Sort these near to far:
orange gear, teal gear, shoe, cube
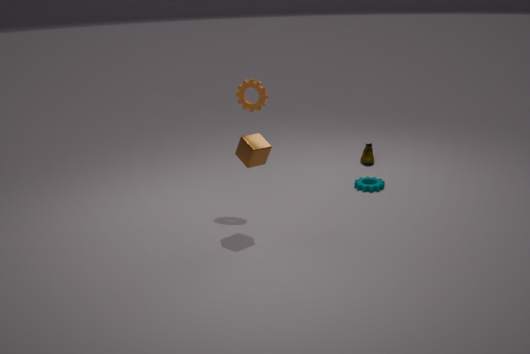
1. cube
2. orange gear
3. teal gear
4. shoe
